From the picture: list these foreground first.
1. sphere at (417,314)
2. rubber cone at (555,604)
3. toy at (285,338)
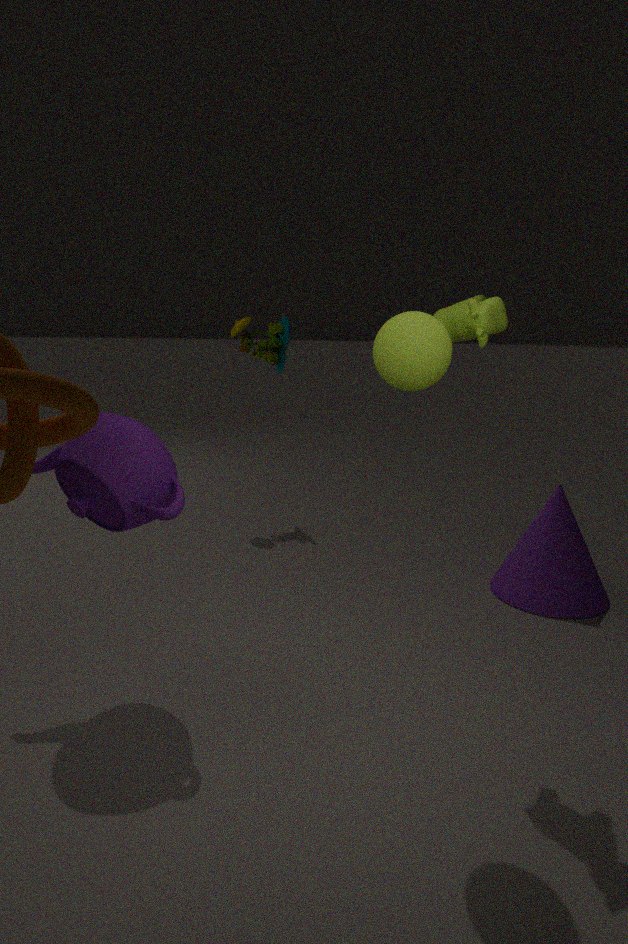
sphere at (417,314) → rubber cone at (555,604) → toy at (285,338)
